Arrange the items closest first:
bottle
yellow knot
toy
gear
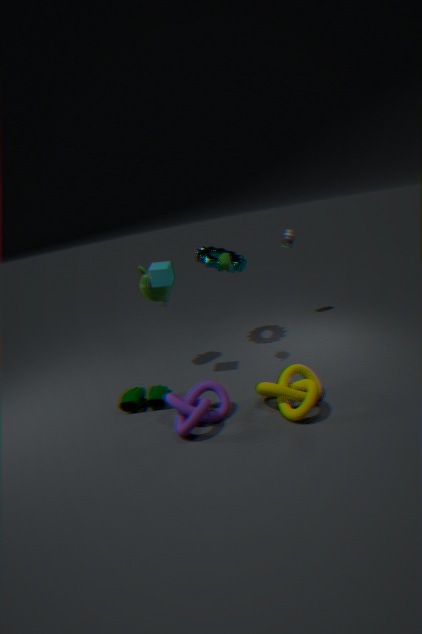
yellow knot < toy < gear < bottle
